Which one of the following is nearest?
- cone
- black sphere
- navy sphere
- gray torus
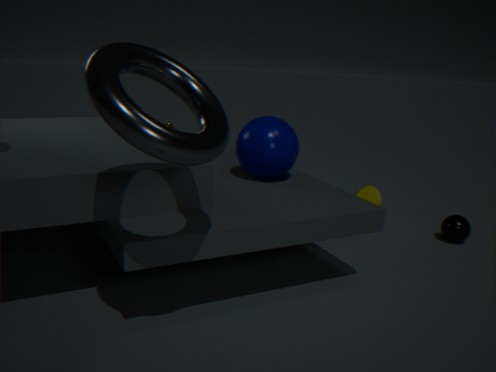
gray torus
